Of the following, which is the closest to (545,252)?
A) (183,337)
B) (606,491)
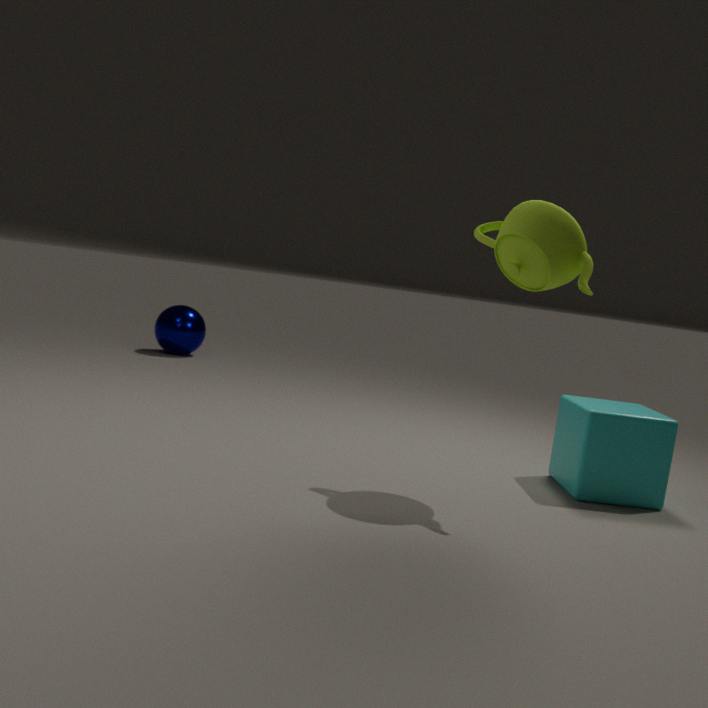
(606,491)
